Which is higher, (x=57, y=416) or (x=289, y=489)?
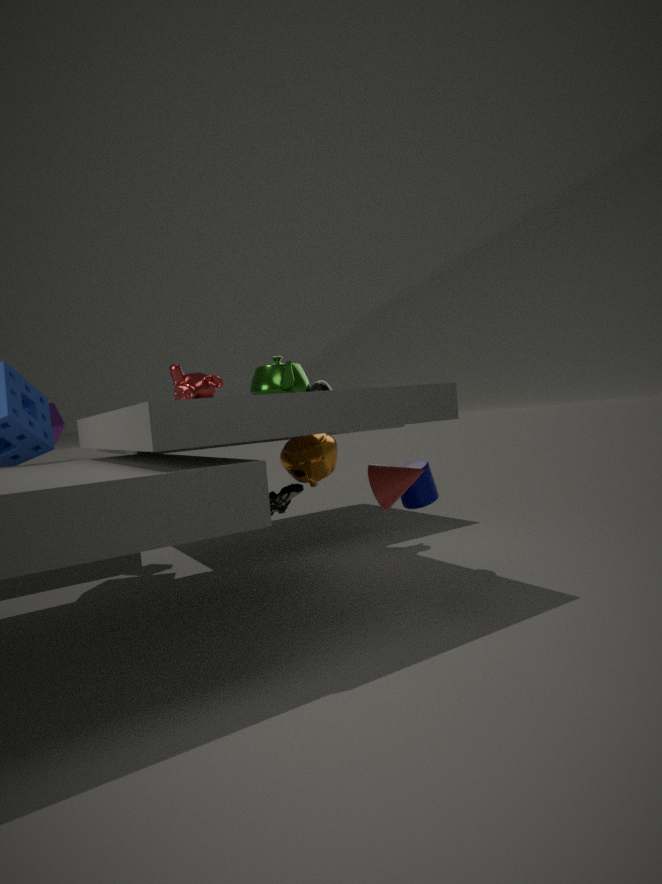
(x=57, y=416)
